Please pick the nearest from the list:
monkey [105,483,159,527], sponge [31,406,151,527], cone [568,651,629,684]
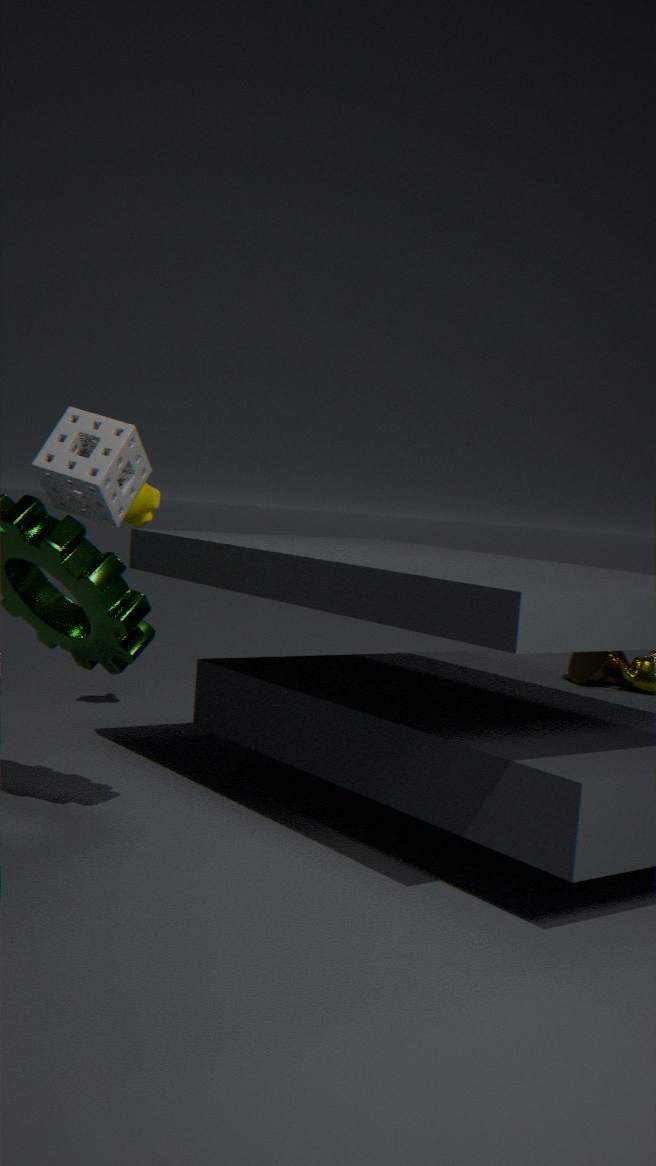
sponge [31,406,151,527]
